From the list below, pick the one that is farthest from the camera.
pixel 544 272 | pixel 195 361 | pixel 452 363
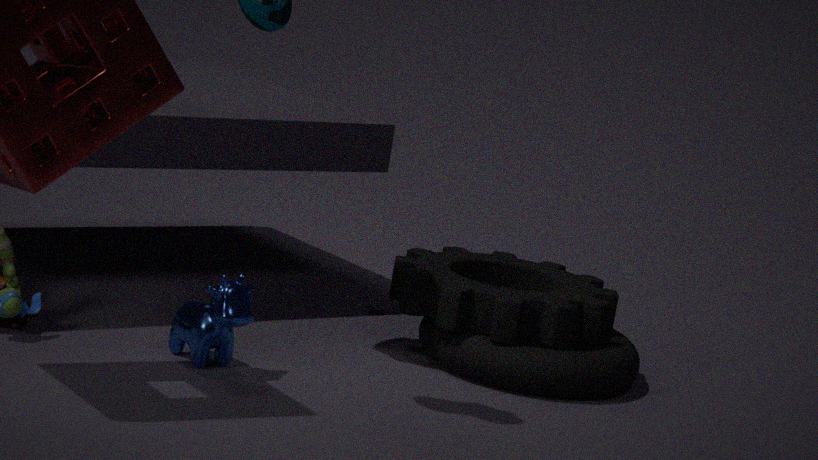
pixel 544 272
